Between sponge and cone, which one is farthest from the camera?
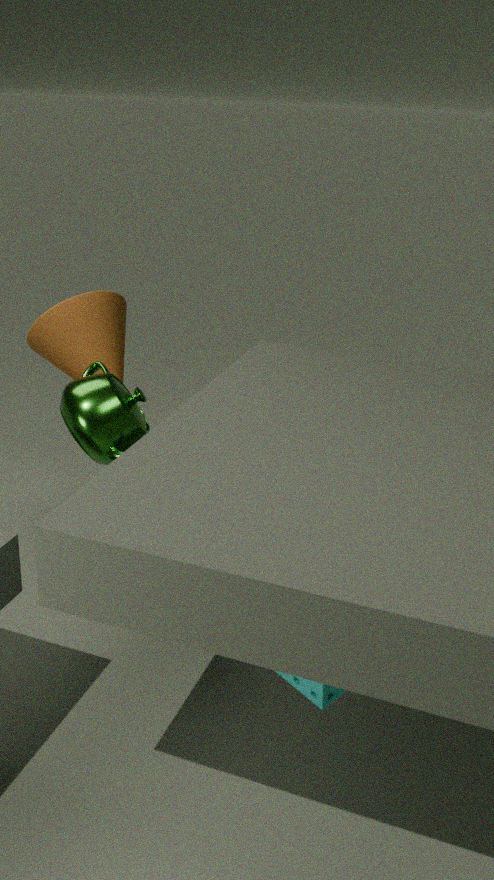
cone
